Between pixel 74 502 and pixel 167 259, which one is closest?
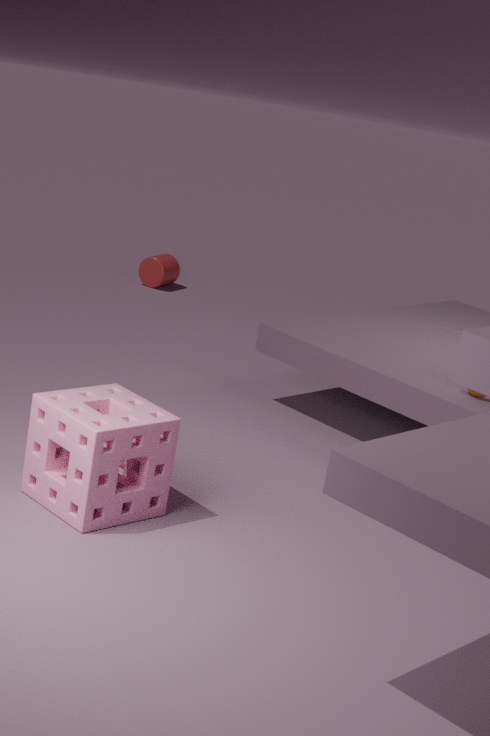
pixel 74 502
